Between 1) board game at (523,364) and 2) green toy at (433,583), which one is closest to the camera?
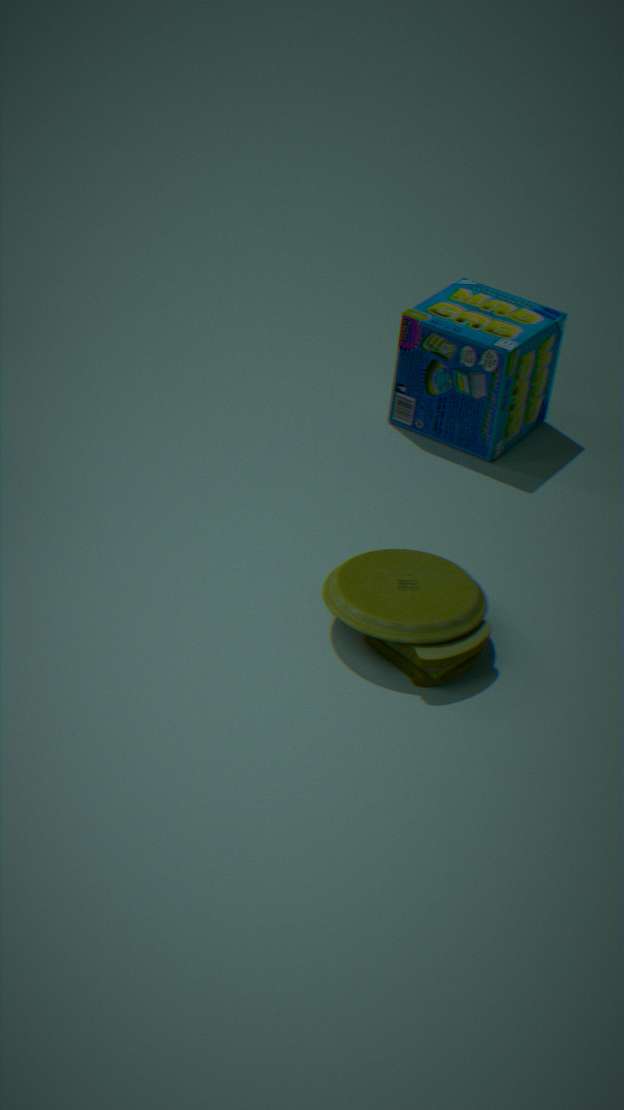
2. green toy at (433,583)
